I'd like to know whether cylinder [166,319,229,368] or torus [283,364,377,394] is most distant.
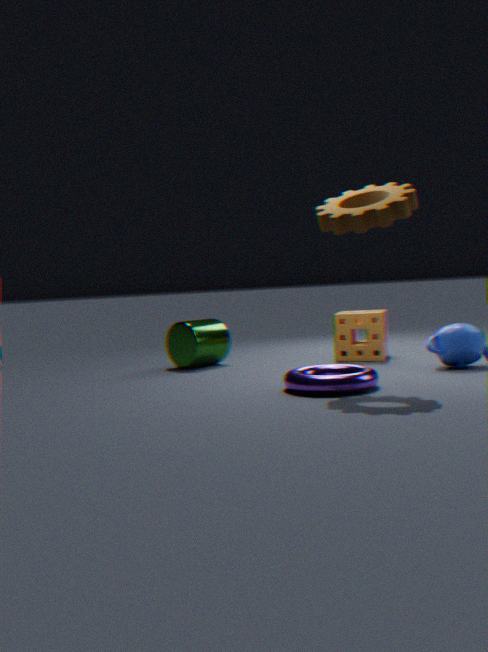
cylinder [166,319,229,368]
